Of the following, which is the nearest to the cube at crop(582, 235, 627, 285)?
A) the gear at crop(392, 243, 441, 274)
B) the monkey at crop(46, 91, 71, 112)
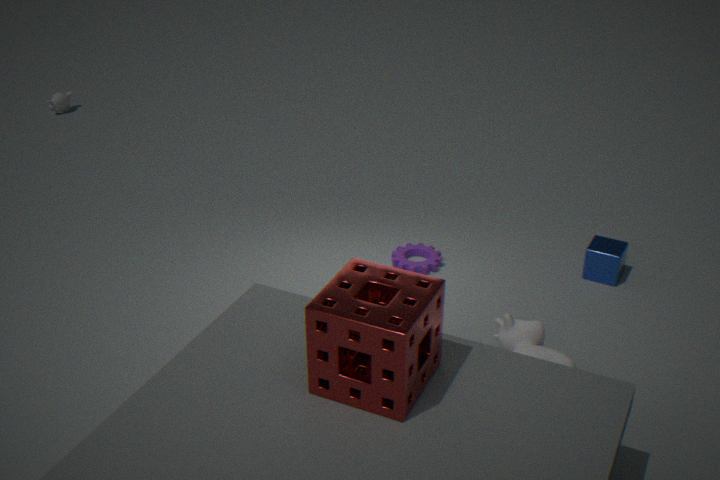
the gear at crop(392, 243, 441, 274)
